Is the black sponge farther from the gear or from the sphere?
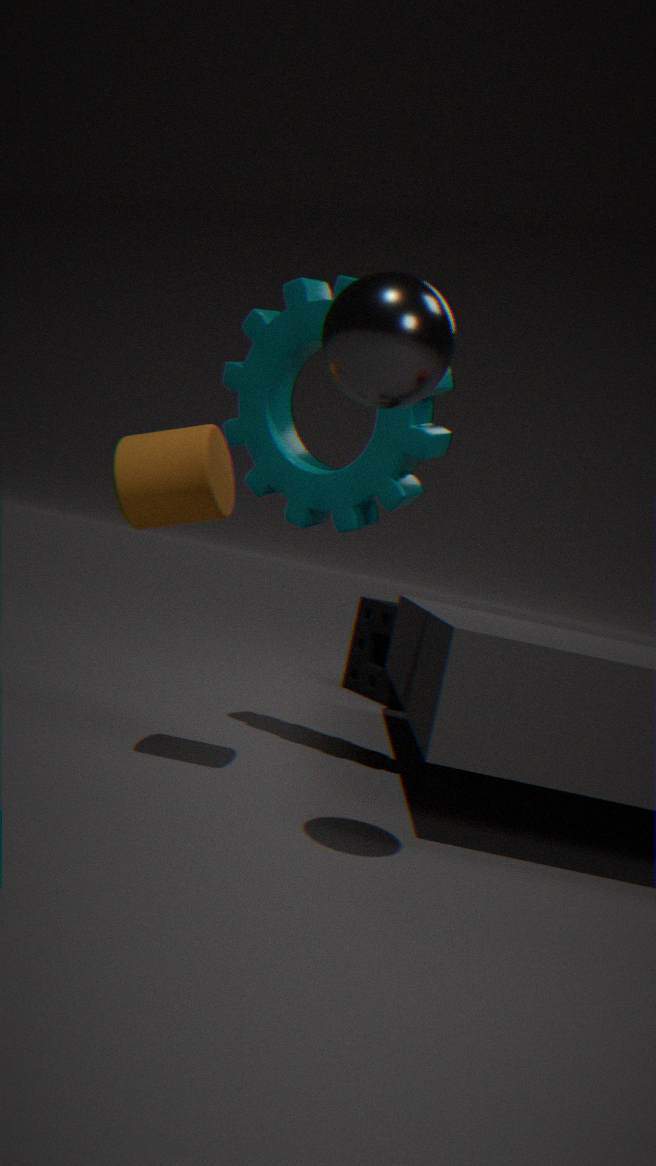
the sphere
